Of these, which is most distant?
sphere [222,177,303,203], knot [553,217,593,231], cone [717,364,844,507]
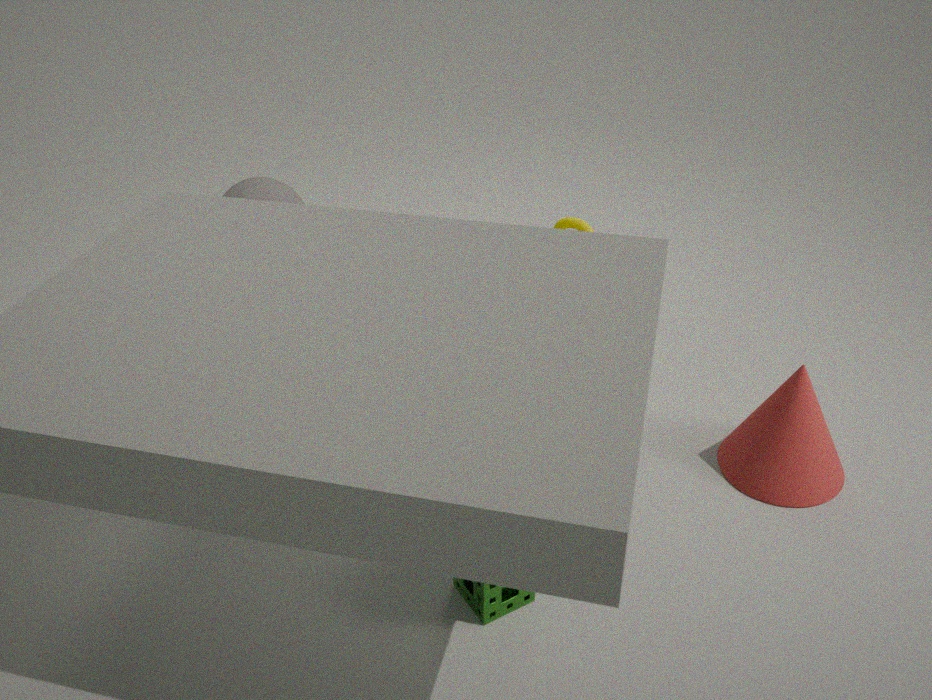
sphere [222,177,303,203]
